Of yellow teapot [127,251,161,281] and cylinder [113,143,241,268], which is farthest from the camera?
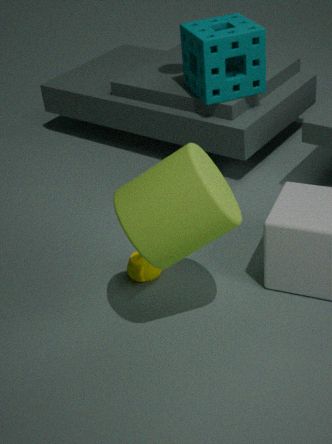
yellow teapot [127,251,161,281]
